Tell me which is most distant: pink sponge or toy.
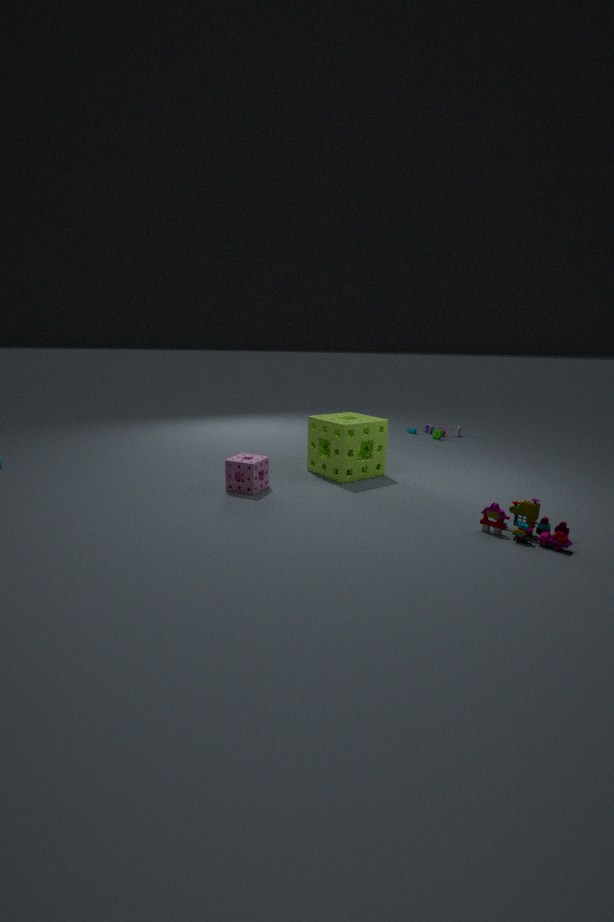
toy
